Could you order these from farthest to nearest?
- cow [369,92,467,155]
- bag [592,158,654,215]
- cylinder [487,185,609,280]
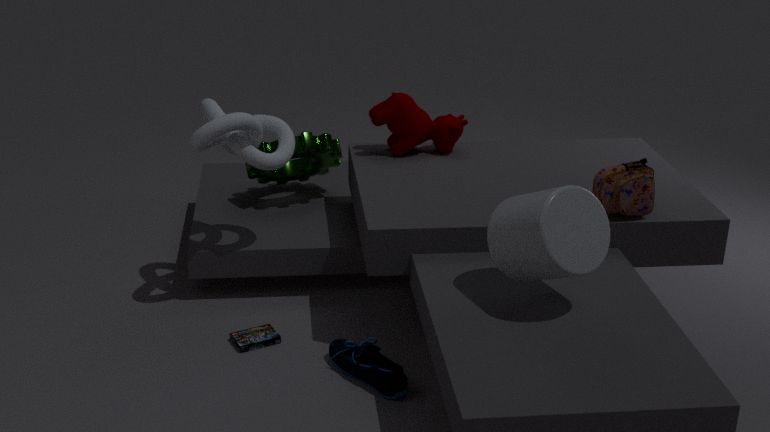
cow [369,92,467,155], bag [592,158,654,215], cylinder [487,185,609,280]
